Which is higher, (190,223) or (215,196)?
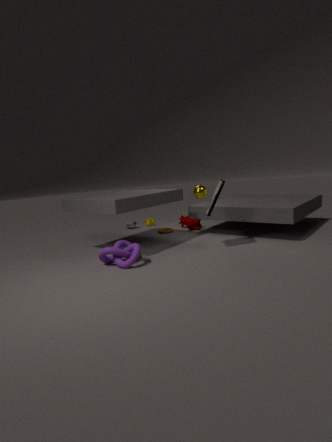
(215,196)
